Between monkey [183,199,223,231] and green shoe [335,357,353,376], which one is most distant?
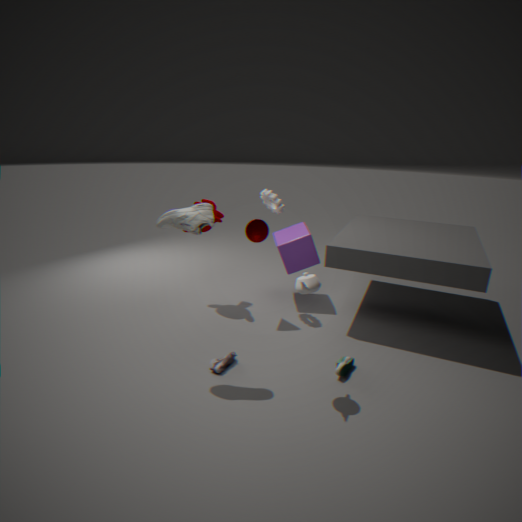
monkey [183,199,223,231]
